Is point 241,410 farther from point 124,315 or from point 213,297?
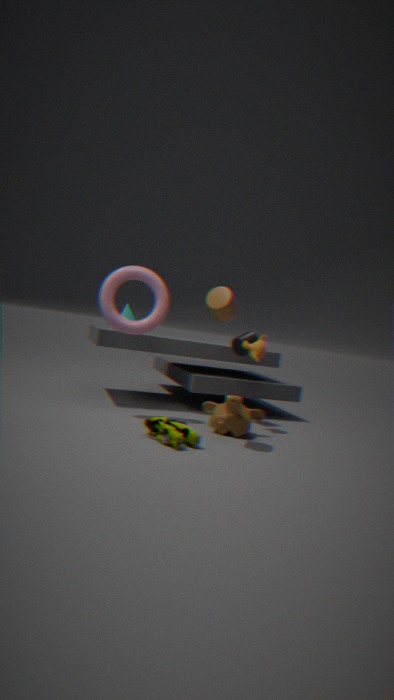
point 124,315
